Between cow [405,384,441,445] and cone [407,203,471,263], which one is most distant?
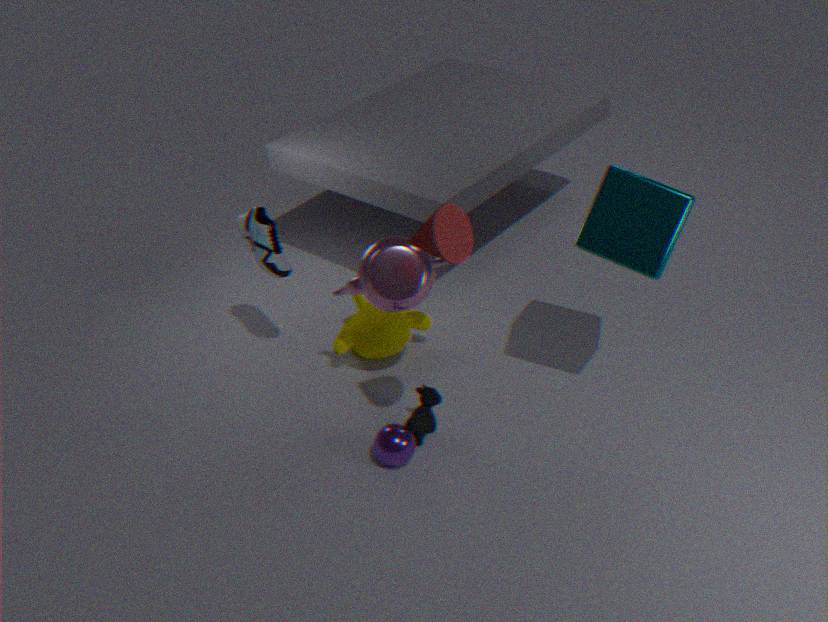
cow [405,384,441,445]
